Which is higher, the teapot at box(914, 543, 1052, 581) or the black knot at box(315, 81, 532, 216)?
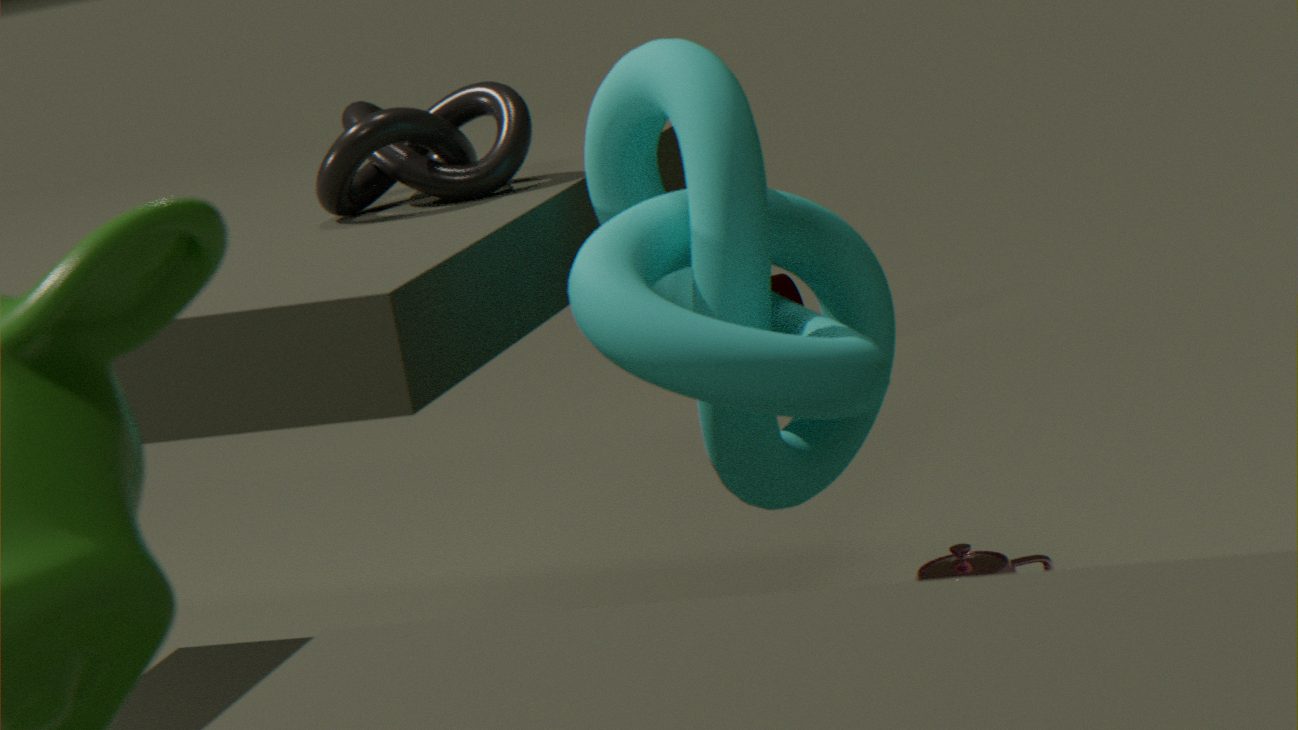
the black knot at box(315, 81, 532, 216)
